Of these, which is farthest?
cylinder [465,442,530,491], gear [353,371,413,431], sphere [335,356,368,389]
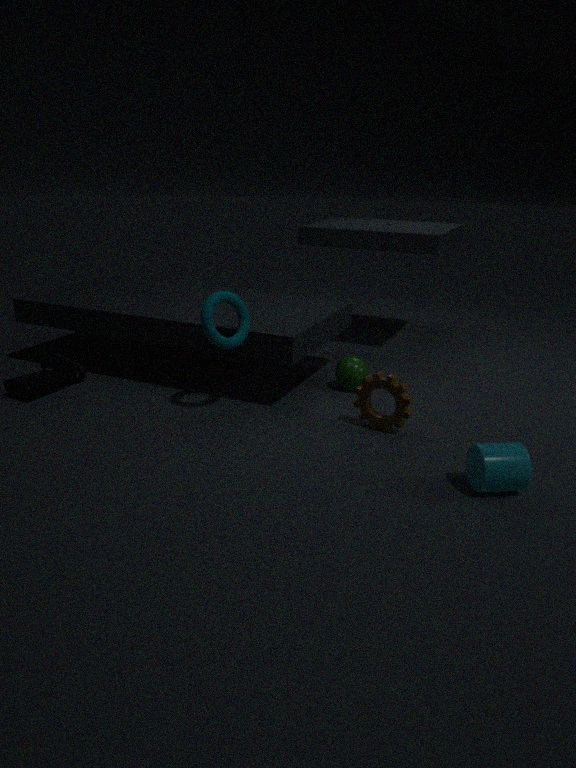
sphere [335,356,368,389]
